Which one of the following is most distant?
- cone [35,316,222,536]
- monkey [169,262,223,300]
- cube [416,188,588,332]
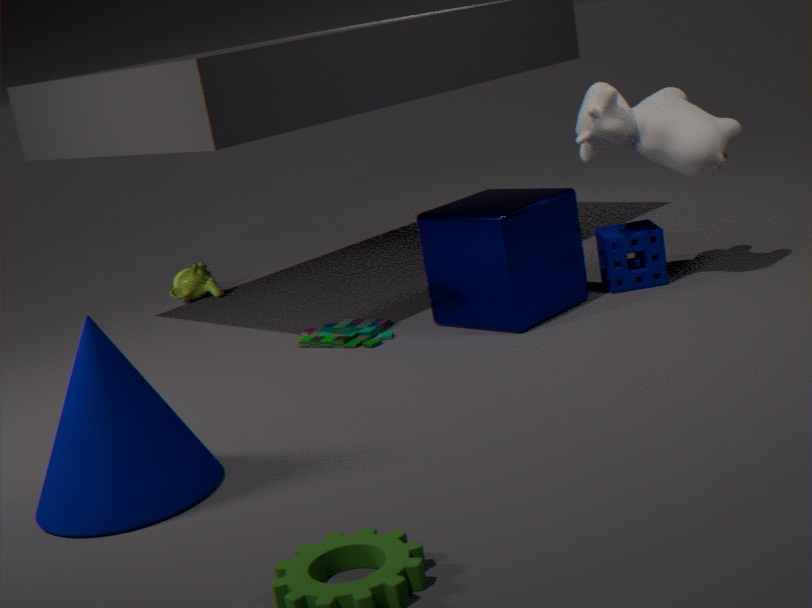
monkey [169,262,223,300]
